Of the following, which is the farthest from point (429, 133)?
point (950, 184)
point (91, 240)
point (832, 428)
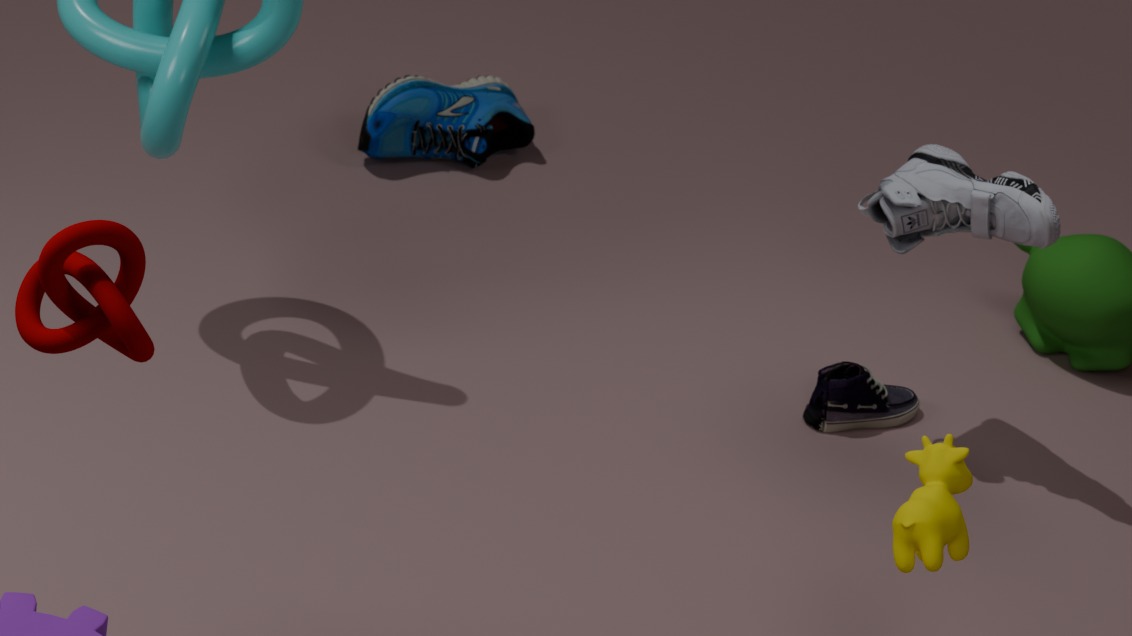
point (91, 240)
